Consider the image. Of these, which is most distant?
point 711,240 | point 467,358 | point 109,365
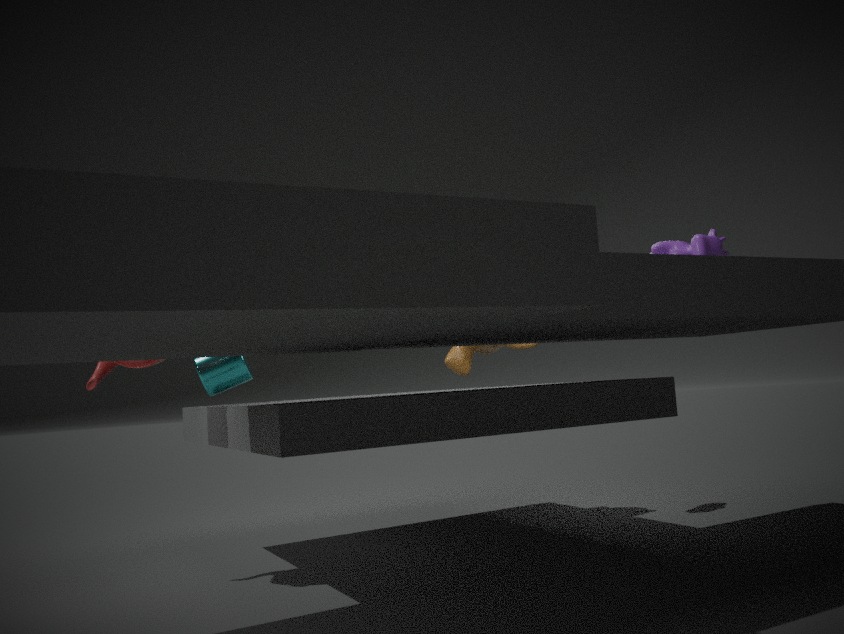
point 467,358
